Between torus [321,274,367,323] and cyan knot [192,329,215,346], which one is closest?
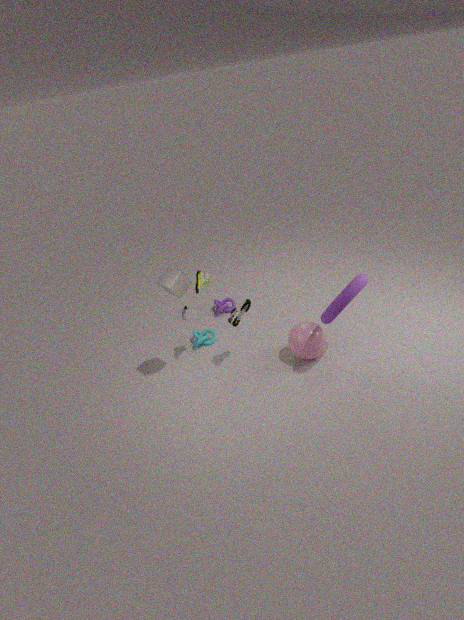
torus [321,274,367,323]
